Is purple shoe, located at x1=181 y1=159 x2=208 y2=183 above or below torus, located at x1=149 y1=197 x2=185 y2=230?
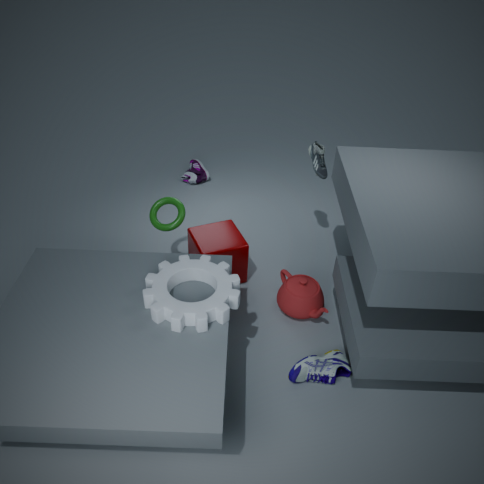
below
